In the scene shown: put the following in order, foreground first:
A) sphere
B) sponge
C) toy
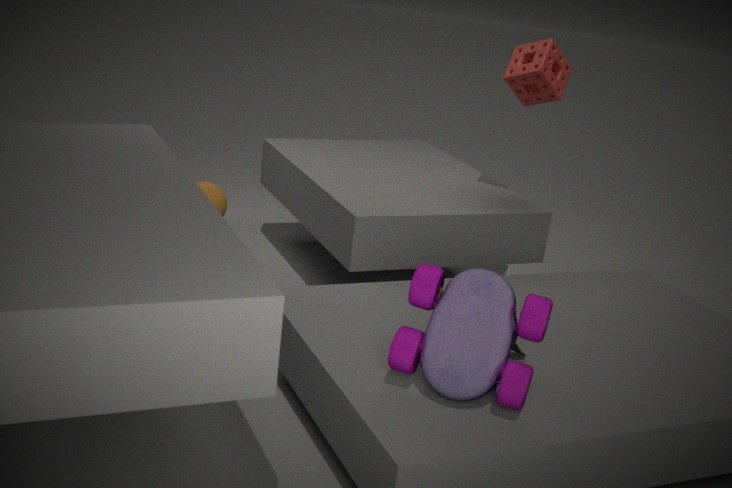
toy → sphere → sponge
